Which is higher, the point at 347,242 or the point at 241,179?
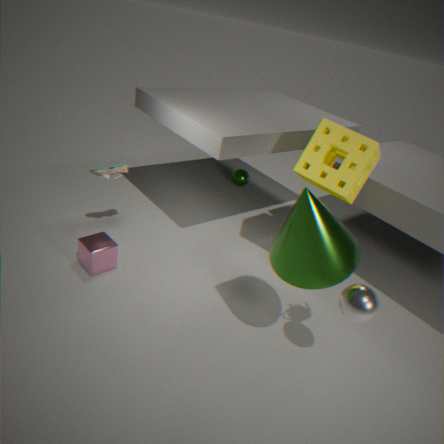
the point at 347,242
